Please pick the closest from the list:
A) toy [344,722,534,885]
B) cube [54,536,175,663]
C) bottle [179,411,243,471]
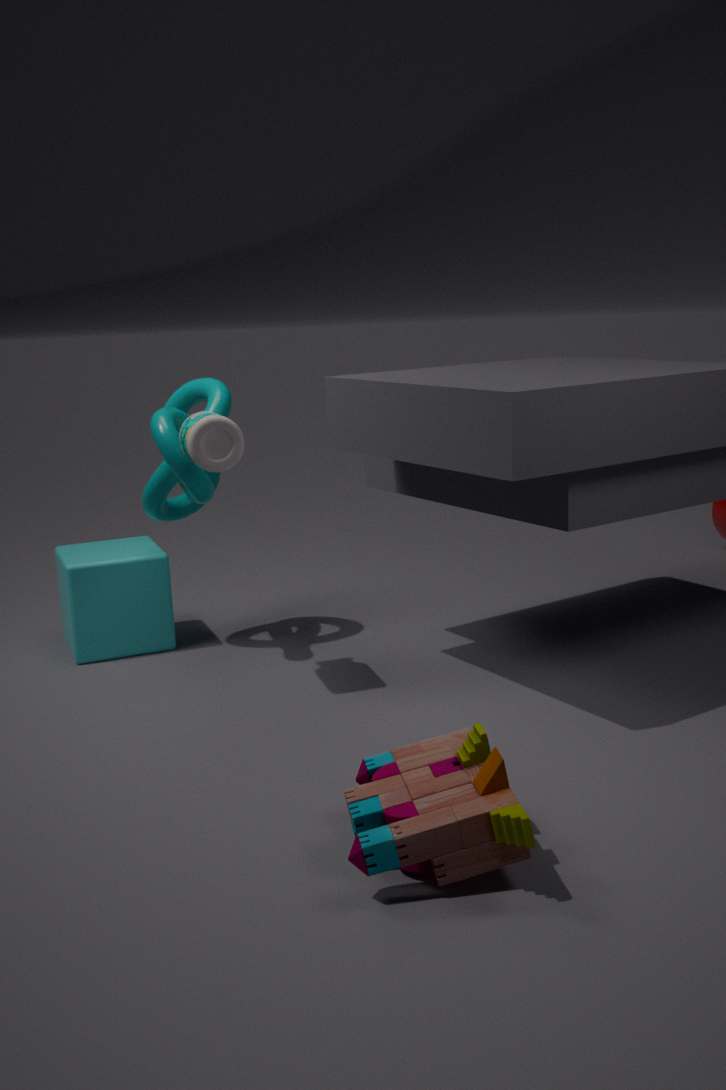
toy [344,722,534,885]
